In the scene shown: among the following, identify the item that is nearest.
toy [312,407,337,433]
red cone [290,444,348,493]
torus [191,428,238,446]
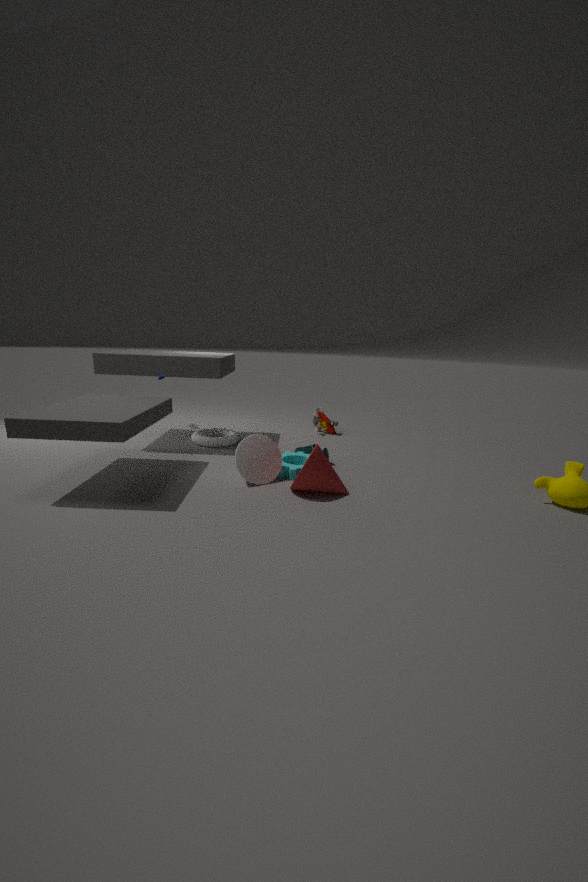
red cone [290,444,348,493]
